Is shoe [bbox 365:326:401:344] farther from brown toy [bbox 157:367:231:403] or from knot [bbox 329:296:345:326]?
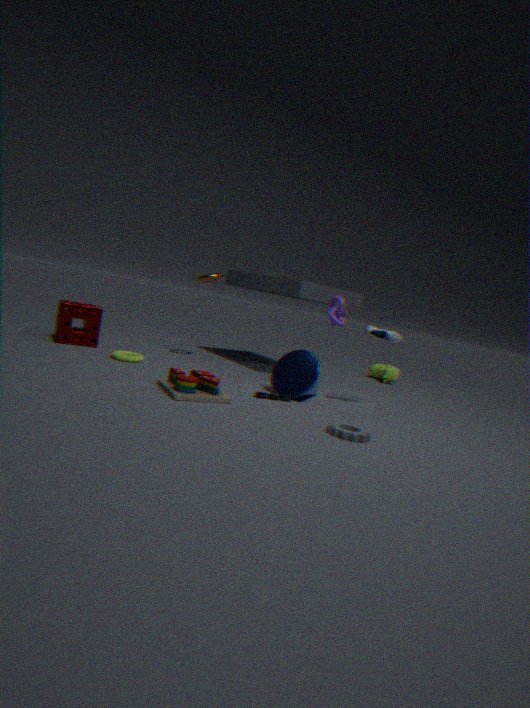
brown toy [bbox 157:367:231:403]
